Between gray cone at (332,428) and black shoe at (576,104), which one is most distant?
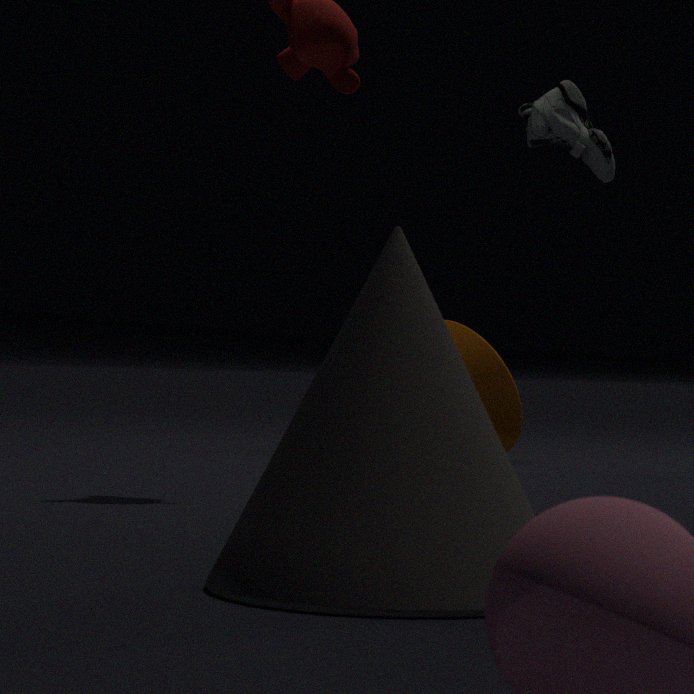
black shoe at (576,104)
